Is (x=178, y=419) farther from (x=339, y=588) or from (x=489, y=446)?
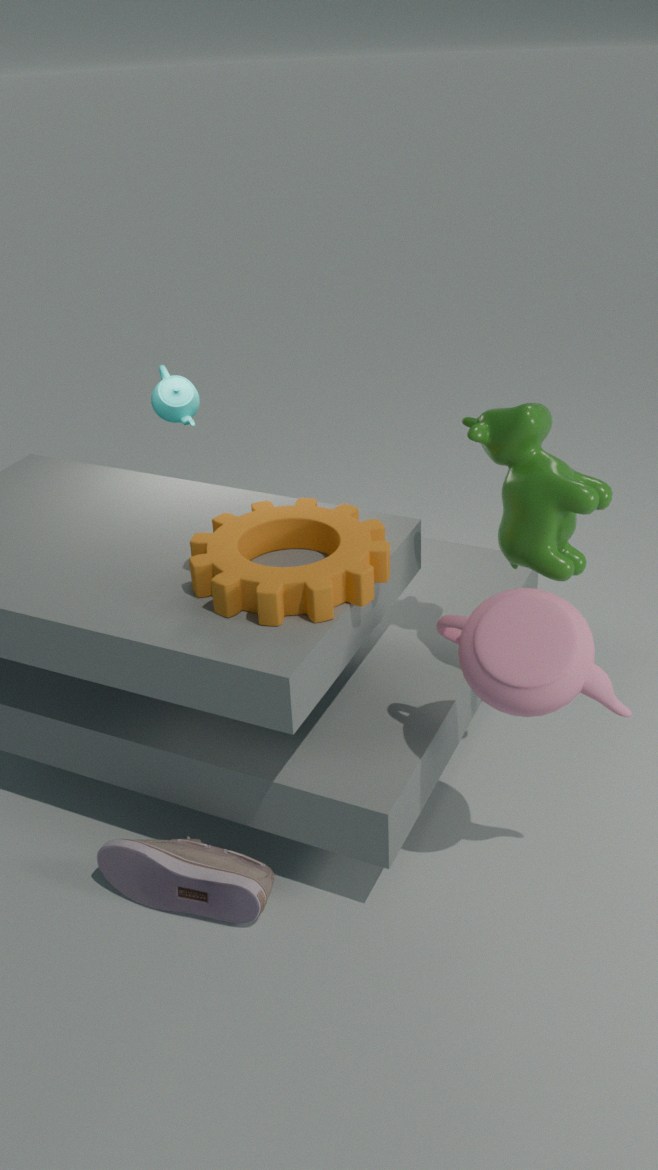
(x=489, y=446)
